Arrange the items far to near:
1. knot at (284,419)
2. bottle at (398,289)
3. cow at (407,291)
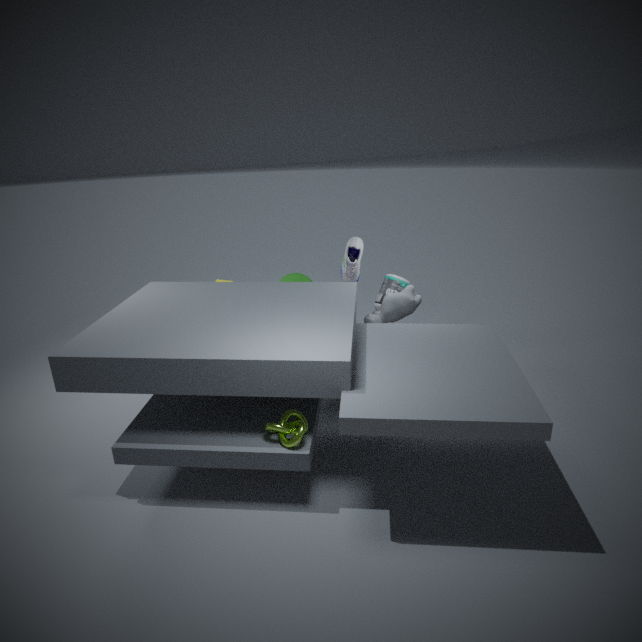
bottle at (398,289) → cow at (407,291) → knot at (284,419)
